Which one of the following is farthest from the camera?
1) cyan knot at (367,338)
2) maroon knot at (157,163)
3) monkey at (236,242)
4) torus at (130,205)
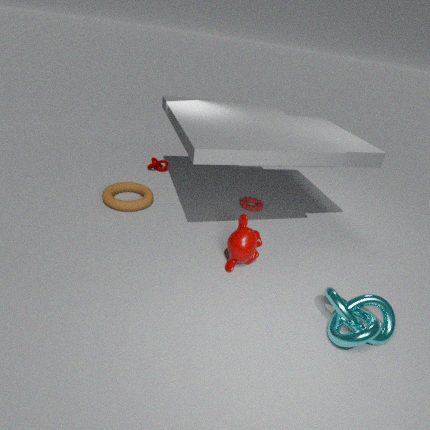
2. maroon knot at (157,163)
